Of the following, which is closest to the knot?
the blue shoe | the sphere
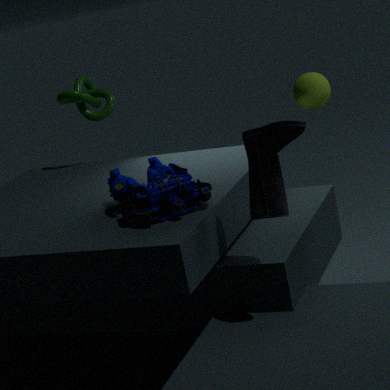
the sphere
